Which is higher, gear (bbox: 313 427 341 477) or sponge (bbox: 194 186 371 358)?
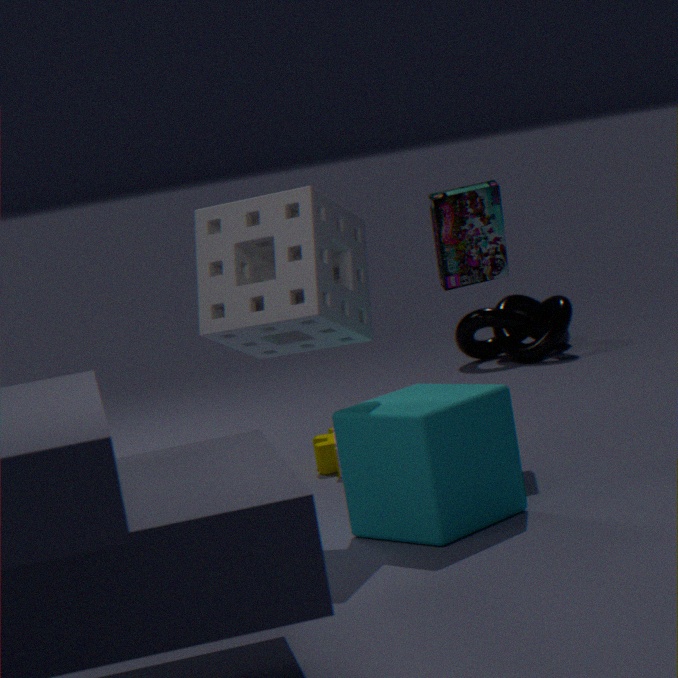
sponge (bbox: 194 186 371 358)
